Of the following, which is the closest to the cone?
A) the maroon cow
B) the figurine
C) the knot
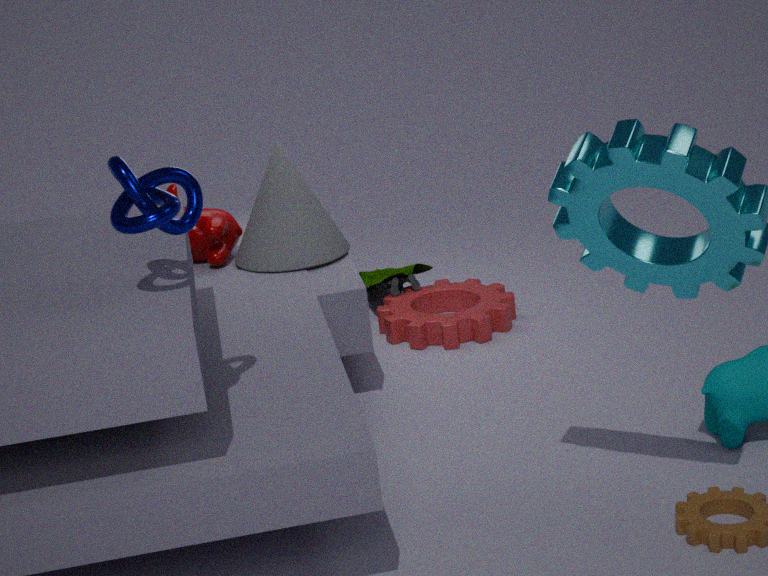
the maroon cow
